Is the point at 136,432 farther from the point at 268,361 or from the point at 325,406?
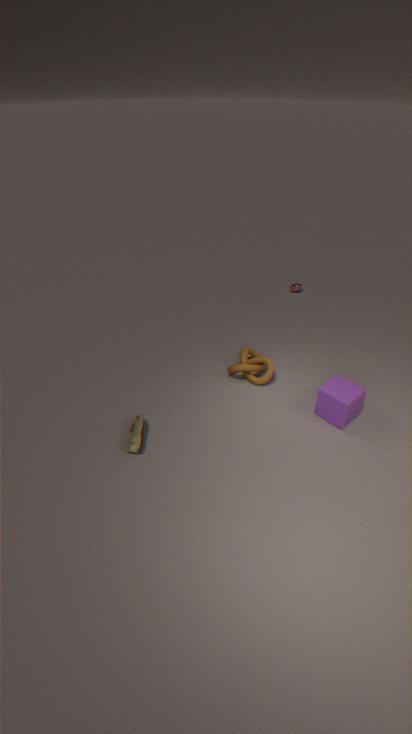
the point at 325,406
